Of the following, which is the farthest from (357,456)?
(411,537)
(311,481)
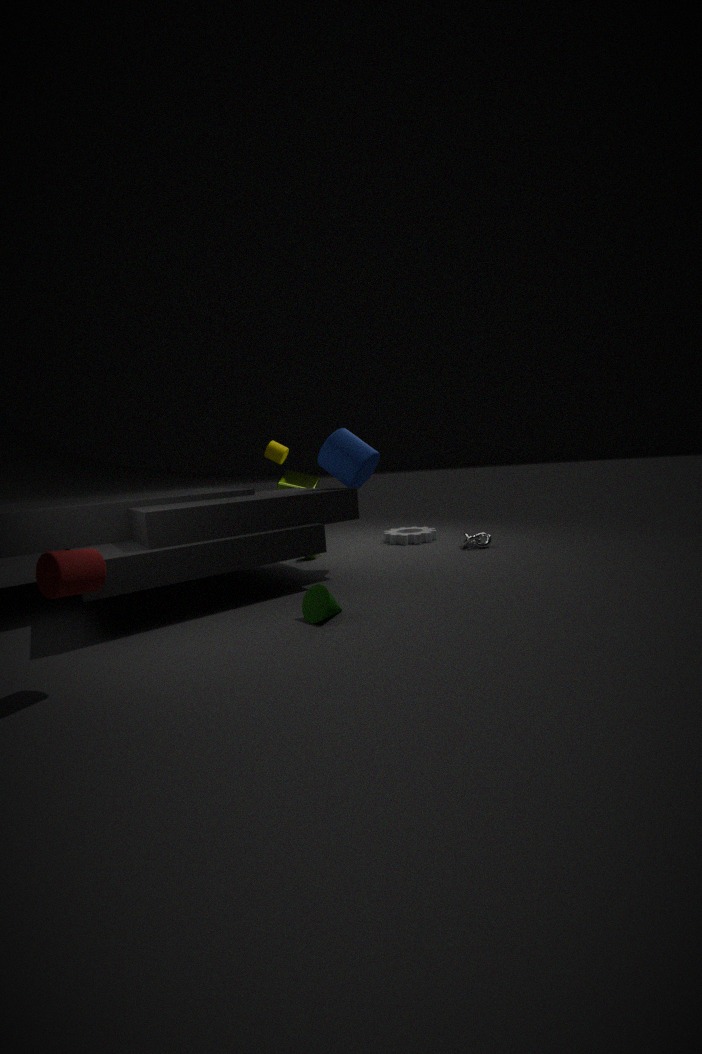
(411,537)
